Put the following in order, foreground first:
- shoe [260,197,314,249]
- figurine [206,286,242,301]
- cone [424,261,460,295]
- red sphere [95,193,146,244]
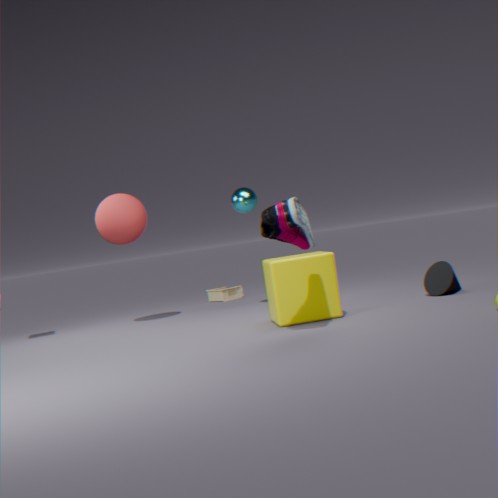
shoe [260,197,314,249] → cone [424,261,460,295] → red sphere [95,193,146,244] → figurine [206,286,242,301]
